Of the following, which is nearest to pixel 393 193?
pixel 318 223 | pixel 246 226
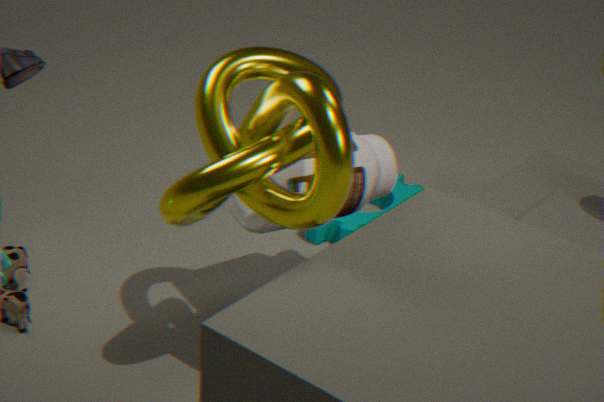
pixel 246 226
